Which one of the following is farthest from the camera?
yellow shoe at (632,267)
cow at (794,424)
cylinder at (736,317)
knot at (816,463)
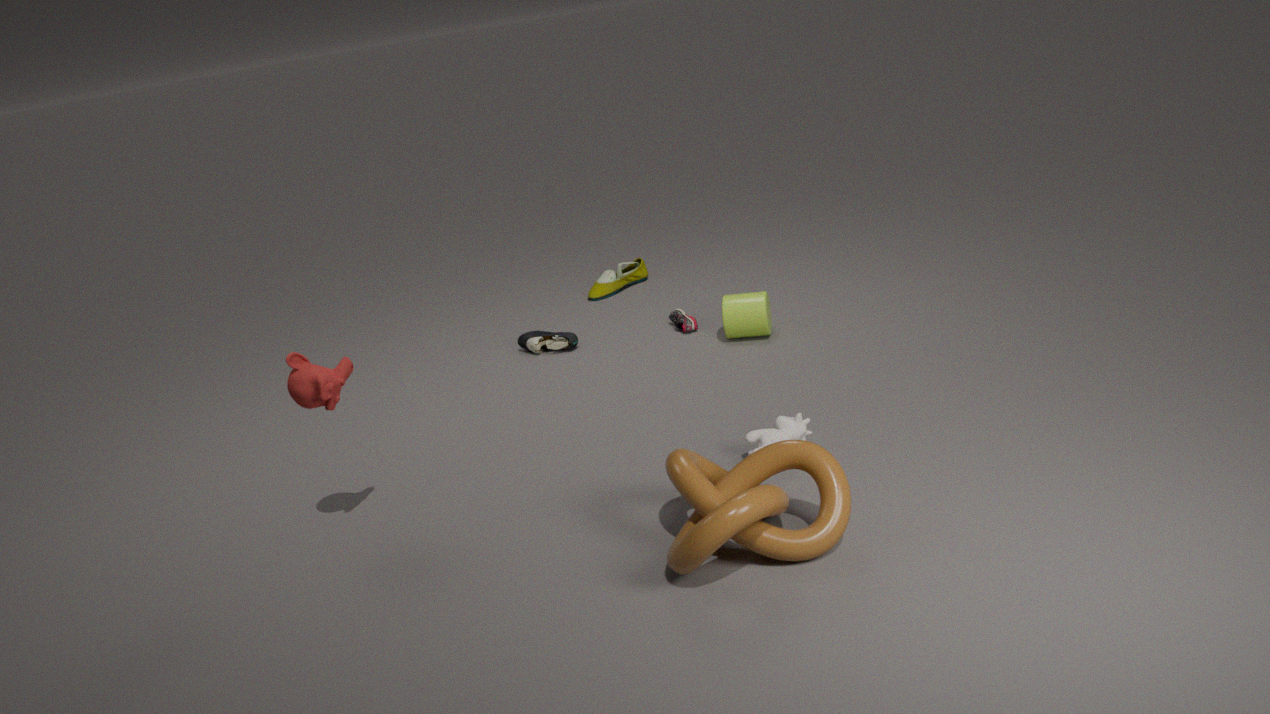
yellow shoe at (632,267)
